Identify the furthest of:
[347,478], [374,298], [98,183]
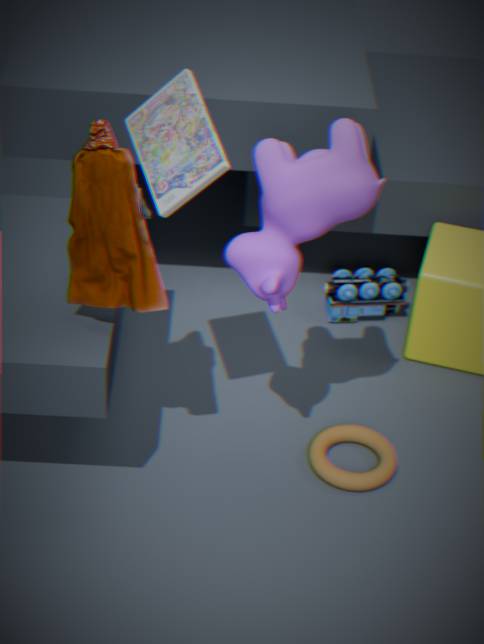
[374,298]
